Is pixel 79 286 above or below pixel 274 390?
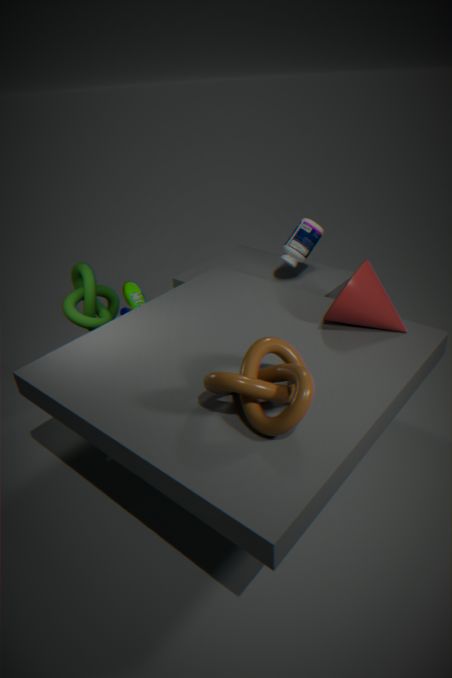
below
